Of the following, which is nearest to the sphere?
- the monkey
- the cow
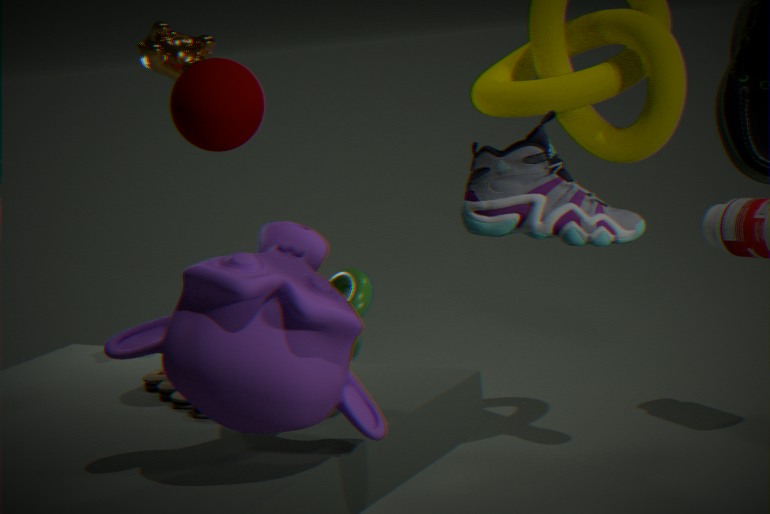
the monkey
